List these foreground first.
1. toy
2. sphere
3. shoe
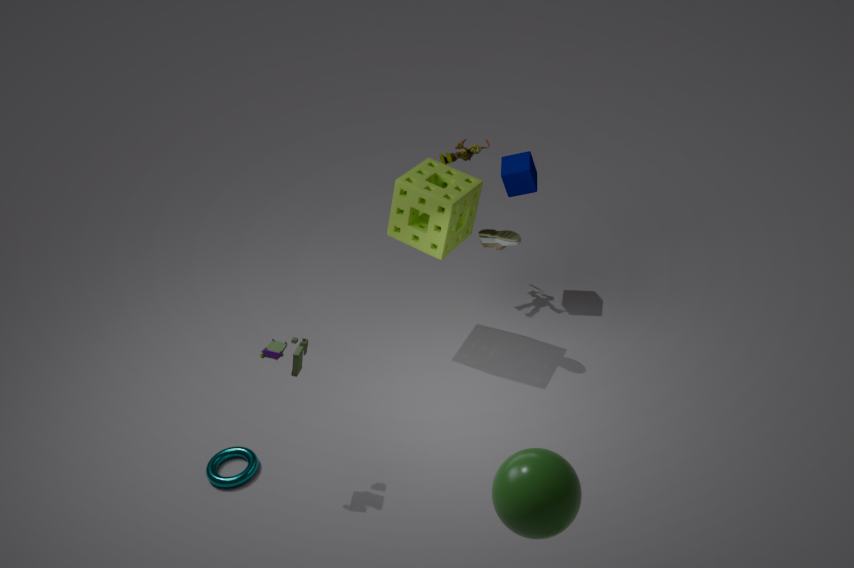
sphere < toy < shoe
